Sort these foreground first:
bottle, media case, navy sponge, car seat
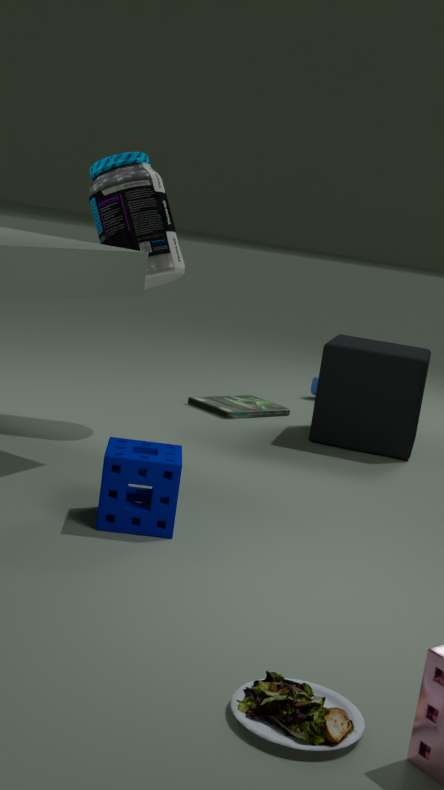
car seat
navy sponge
bottle
media case
